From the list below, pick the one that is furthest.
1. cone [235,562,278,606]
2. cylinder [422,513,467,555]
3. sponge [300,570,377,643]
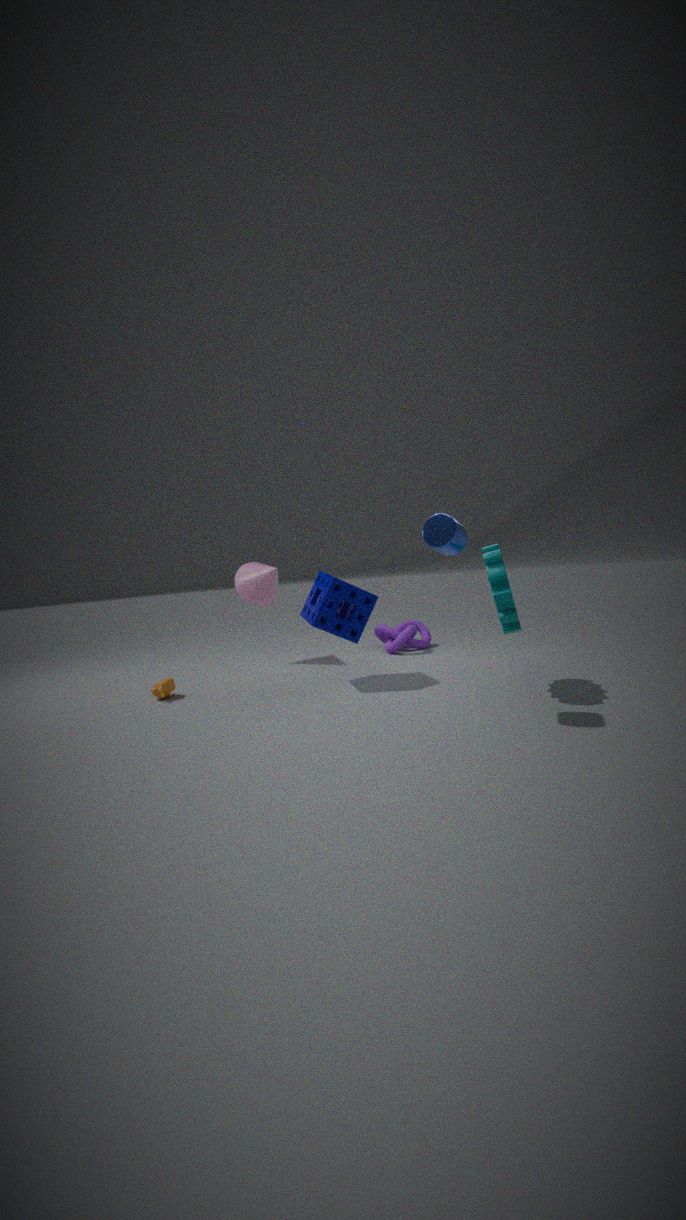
cone [235,562,278,606]
